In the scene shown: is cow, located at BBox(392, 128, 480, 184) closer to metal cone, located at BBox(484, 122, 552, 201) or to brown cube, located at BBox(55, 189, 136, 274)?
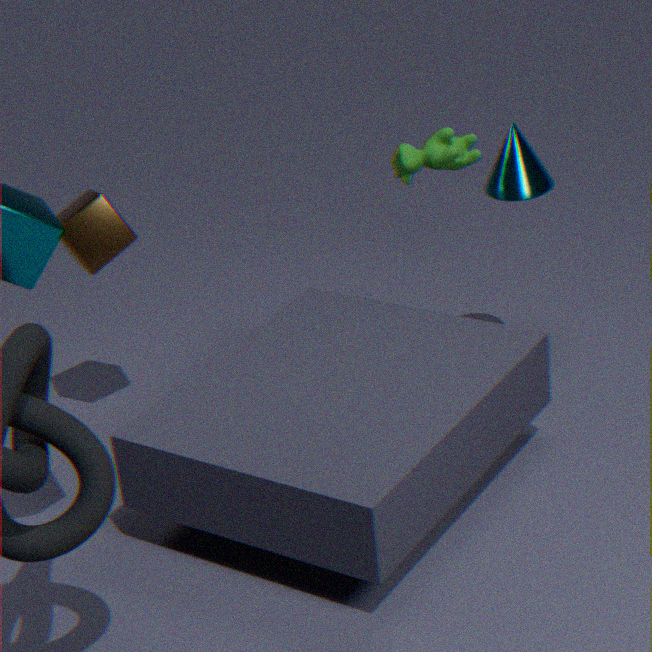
metal cone, located at BBox(484, 122, 552, 201)
